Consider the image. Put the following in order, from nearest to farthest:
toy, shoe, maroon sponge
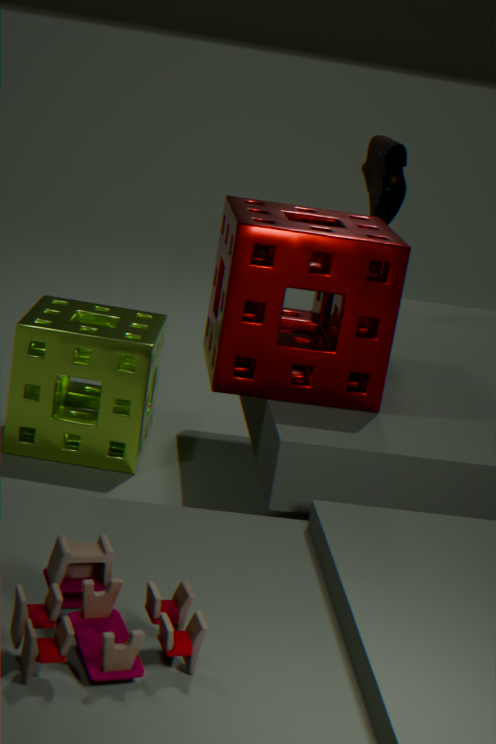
1. toy
2. maroon sponge
3. shoe
